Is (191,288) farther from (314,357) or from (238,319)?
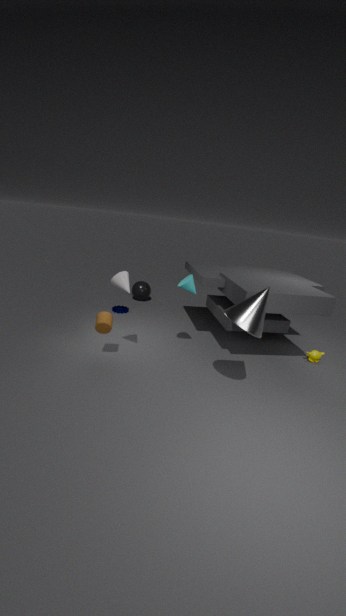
(314,357)
